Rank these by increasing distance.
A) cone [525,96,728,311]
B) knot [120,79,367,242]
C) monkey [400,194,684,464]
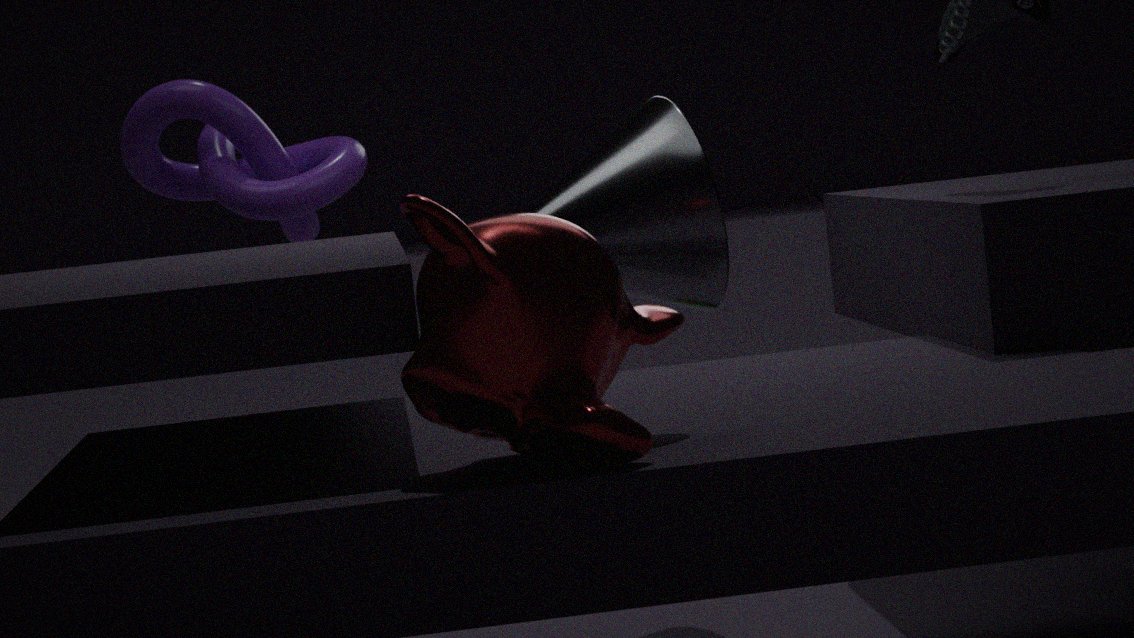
1. monkey [400,194,684,464]
2. cone [525,96,728,311]
3. knot [120,79,367,242]
